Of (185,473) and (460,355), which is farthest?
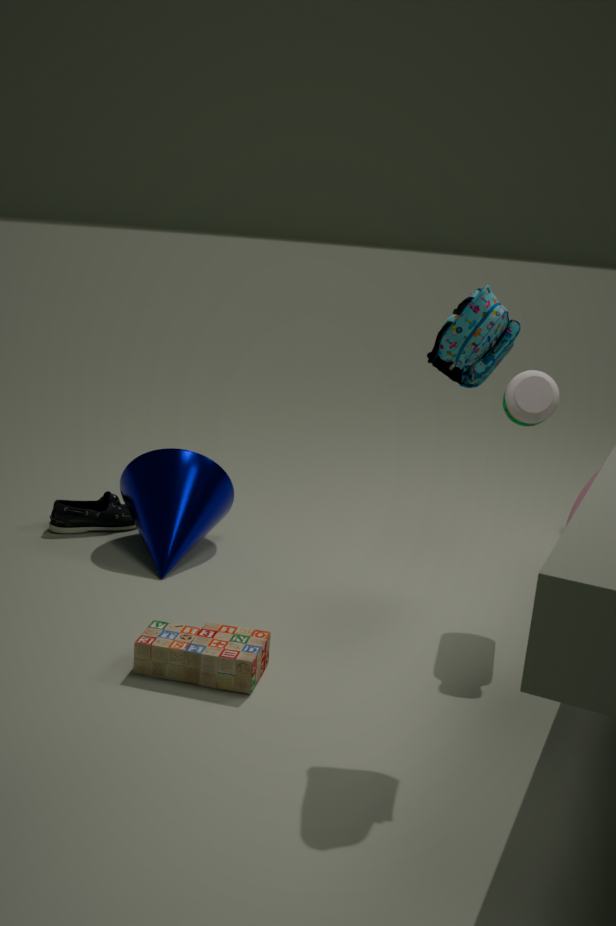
(185,473)
